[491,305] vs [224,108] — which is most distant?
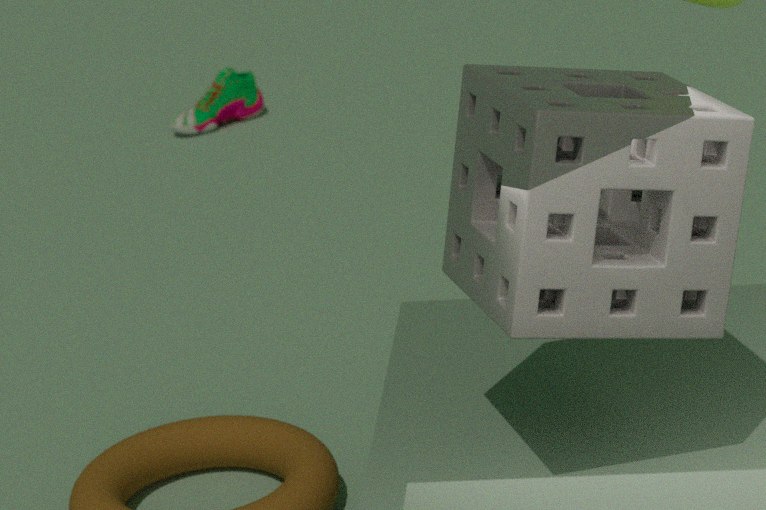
[224,108]
